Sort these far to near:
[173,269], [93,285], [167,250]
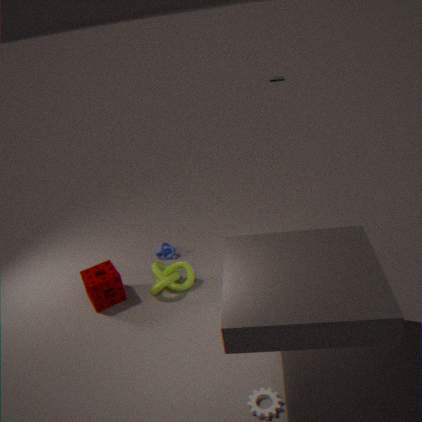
1. [167,250]
2. [173,269]
3. [93,285]
